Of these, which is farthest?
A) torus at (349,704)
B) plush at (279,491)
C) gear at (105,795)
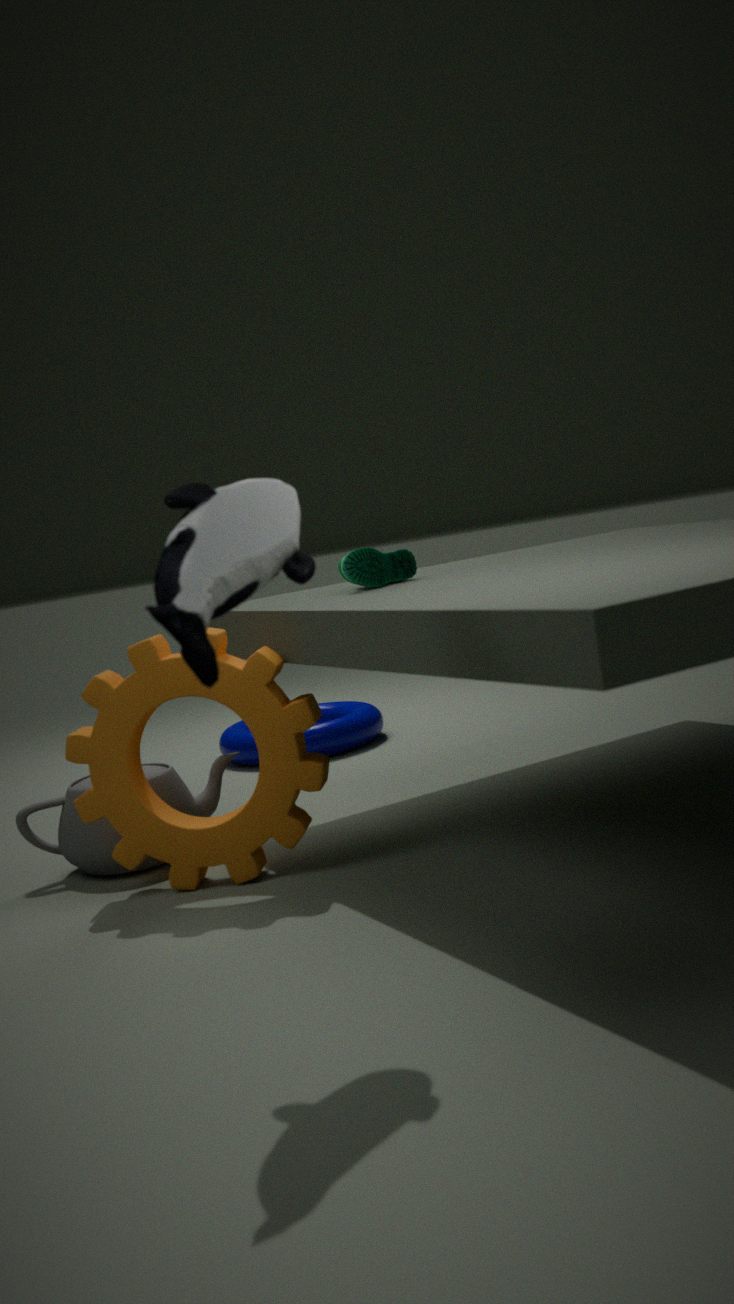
torus at (349,704)
